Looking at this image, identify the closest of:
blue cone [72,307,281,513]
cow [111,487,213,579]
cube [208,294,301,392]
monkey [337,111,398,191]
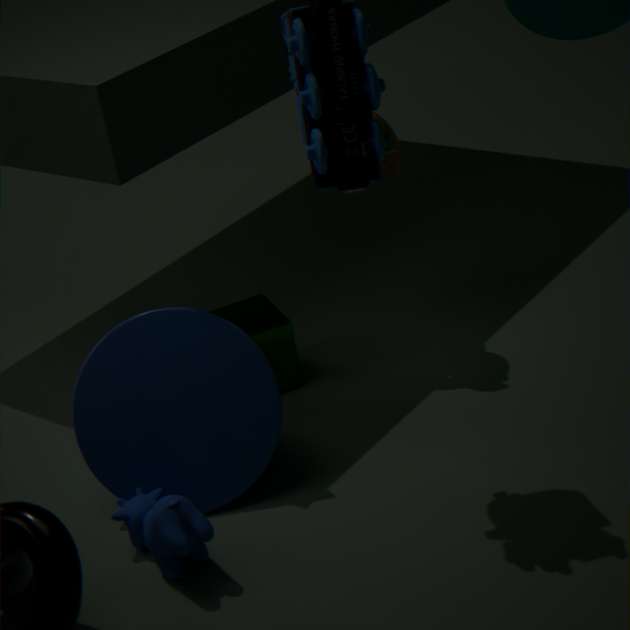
cow [111,487,213,579]
